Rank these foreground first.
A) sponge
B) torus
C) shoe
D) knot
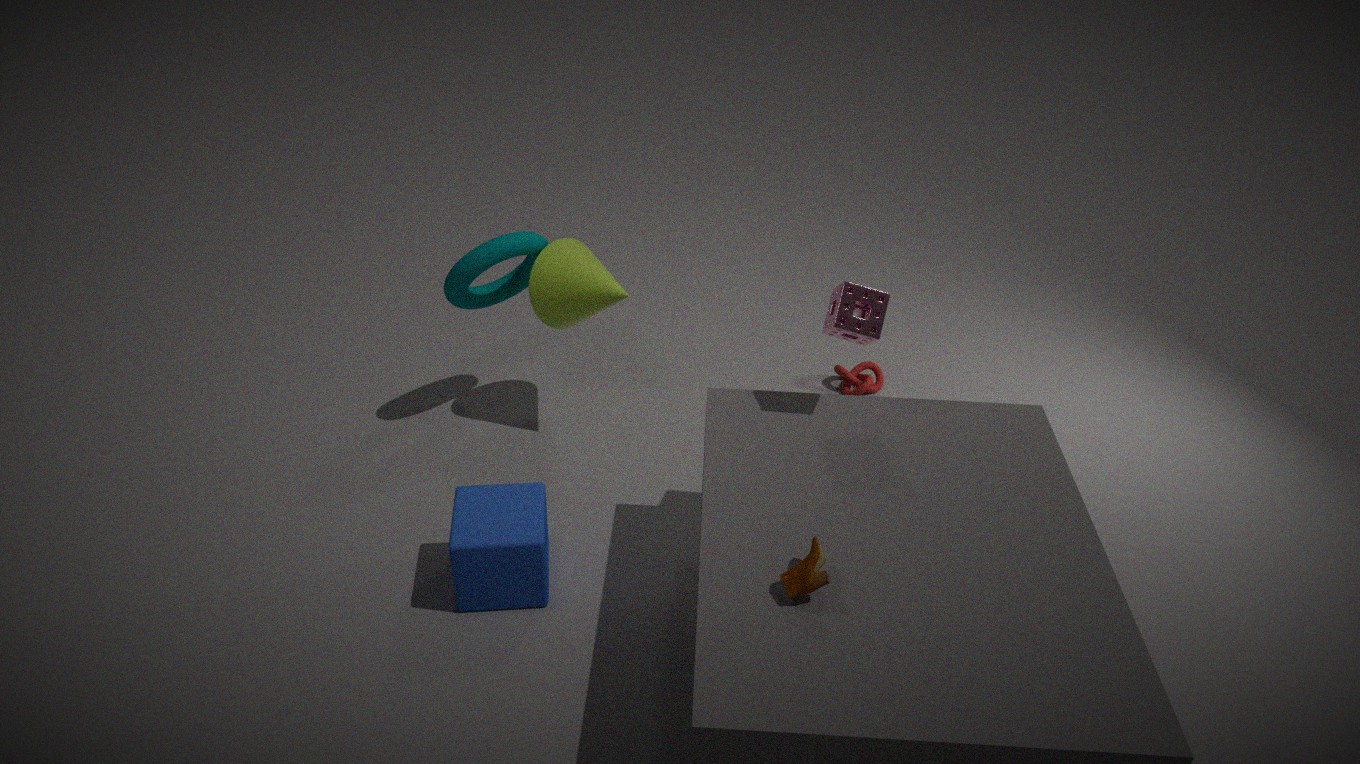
shoe → sponge → torus → knot
